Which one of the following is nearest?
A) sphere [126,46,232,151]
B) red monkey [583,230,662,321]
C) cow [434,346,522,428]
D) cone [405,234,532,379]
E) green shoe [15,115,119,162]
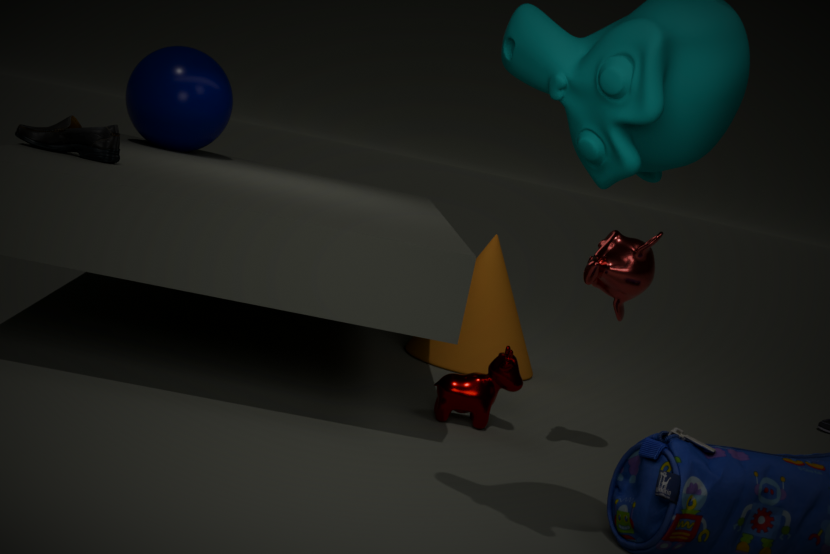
red monkey [583,230,662,321]
